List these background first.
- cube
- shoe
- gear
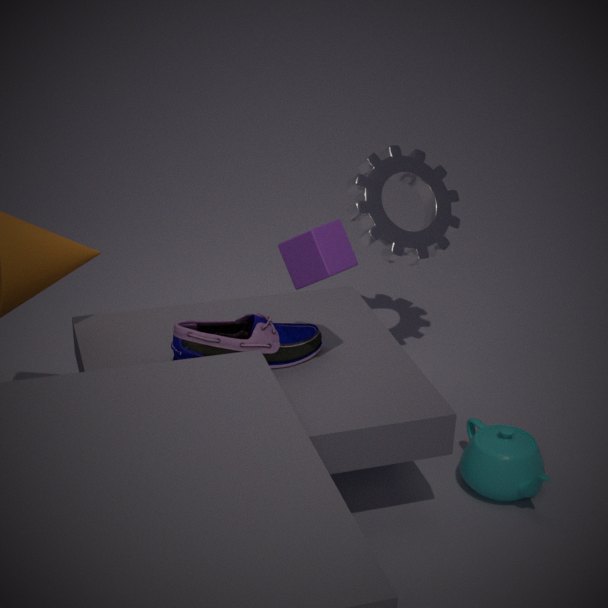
gear → shoe → cube
